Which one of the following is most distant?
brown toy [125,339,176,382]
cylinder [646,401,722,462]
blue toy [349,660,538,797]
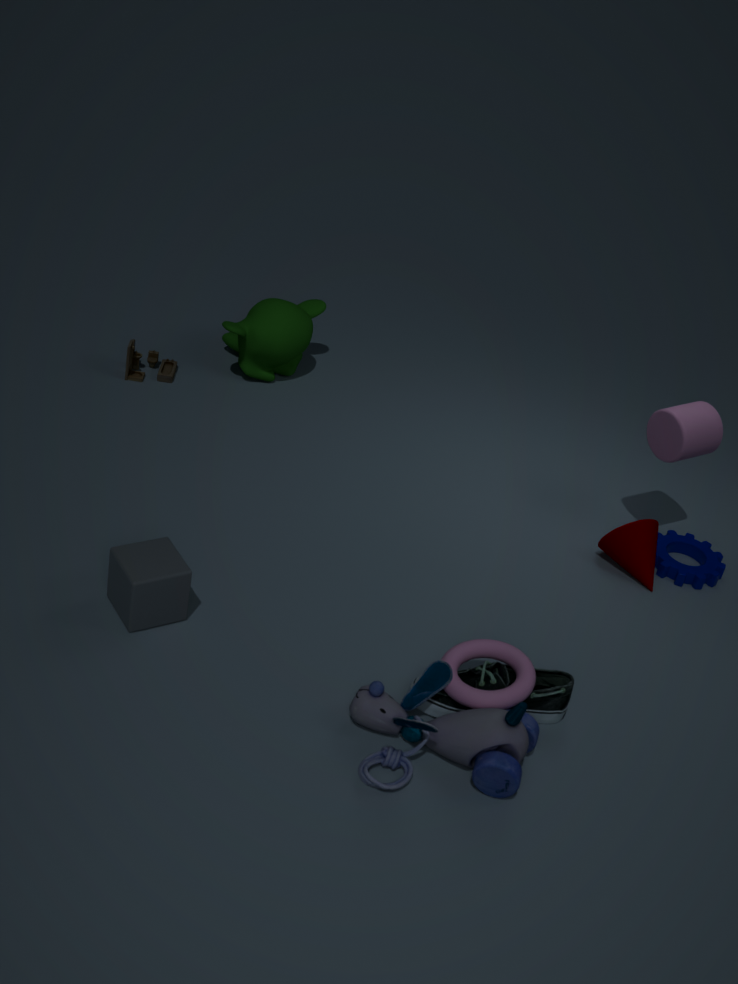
brown toy [125,339,176,382]
